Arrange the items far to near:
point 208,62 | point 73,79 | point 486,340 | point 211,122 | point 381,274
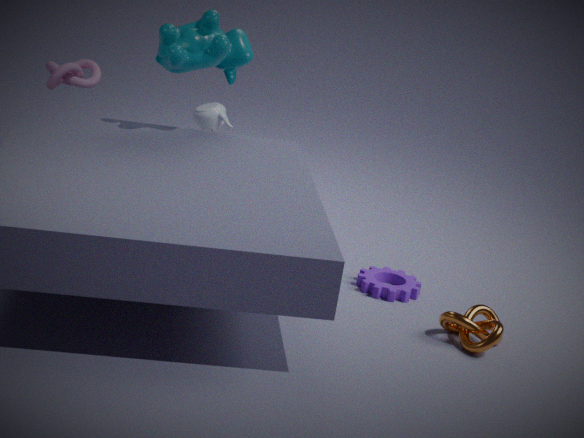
point 211,122, point 73,79, point 381,274, point 208,62, point 486,340
